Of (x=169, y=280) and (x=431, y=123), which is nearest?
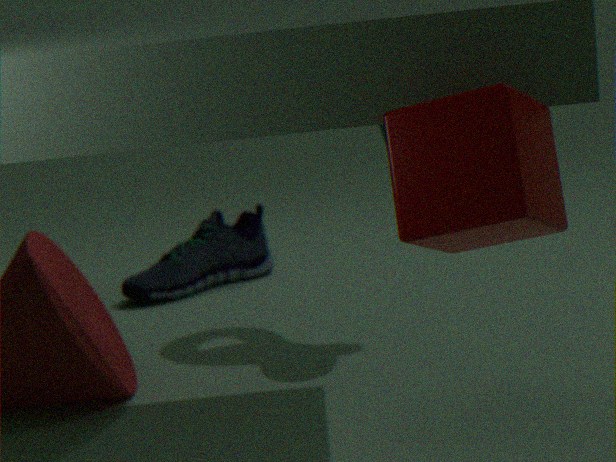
(x=431, y=123)
